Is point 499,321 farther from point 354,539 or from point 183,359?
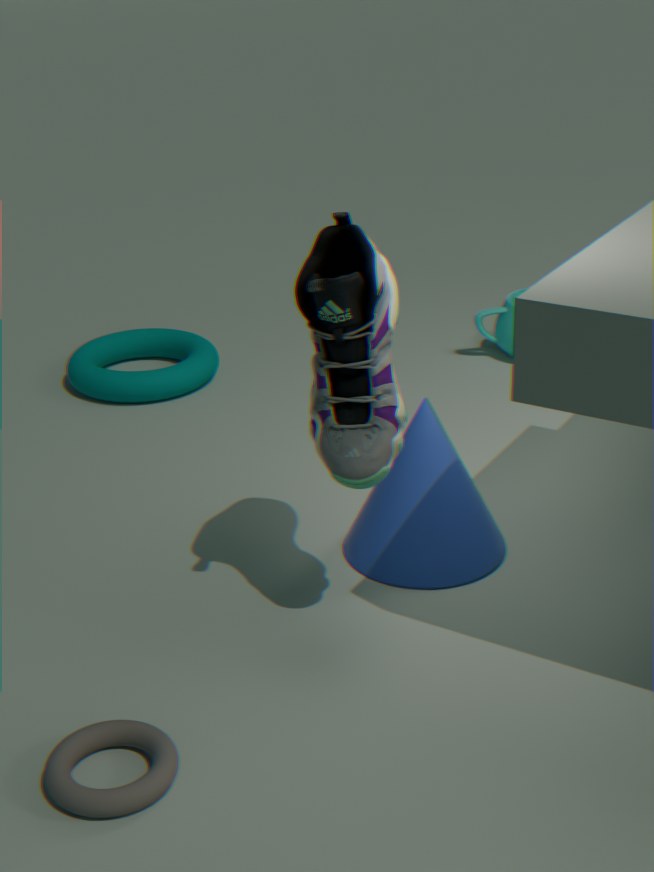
point 354,539
